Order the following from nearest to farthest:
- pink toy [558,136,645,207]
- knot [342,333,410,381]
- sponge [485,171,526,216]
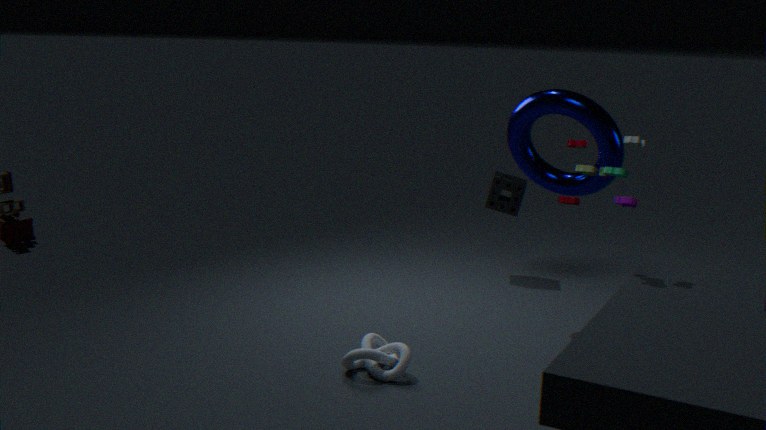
pink toy [558,136,645,207] → knot [342,333,410,381] → sponge [485,171,526,216]
